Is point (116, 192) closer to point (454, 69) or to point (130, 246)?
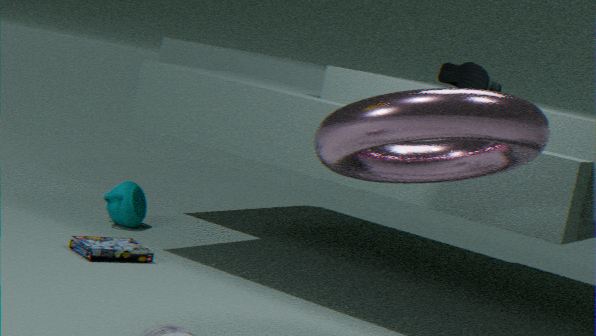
point (130, 246)
